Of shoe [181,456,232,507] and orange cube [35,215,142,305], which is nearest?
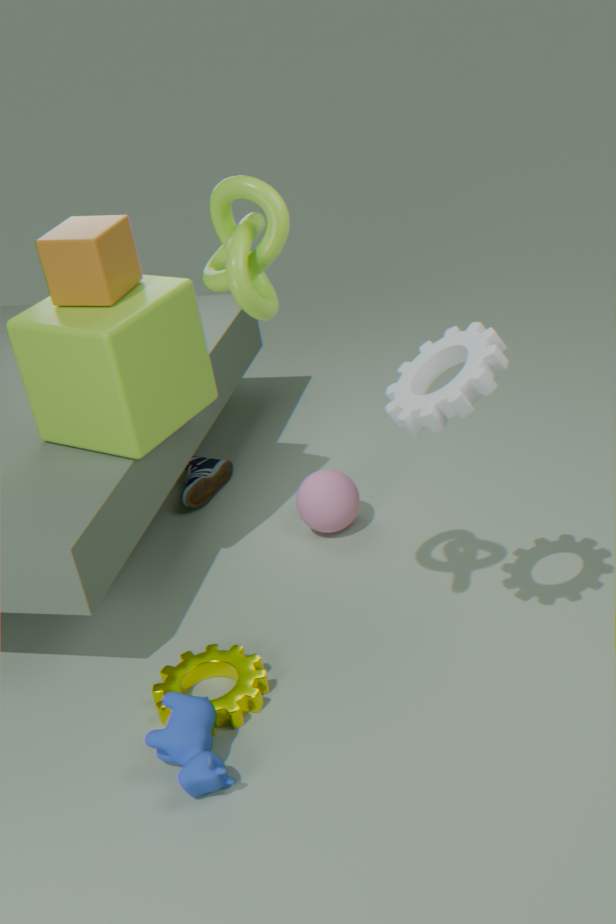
orange cube [35,215,142,305]
